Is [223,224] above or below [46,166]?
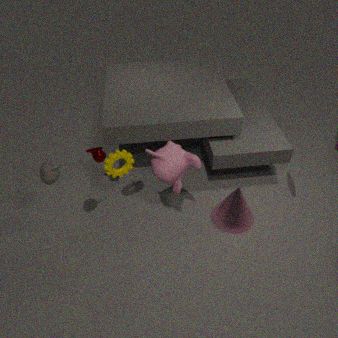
below
